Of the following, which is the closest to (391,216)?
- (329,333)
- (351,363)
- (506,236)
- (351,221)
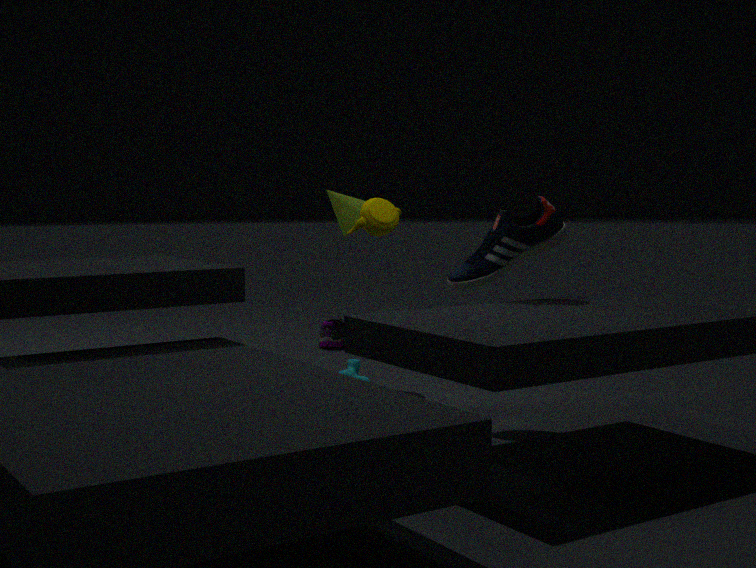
(506,236)
